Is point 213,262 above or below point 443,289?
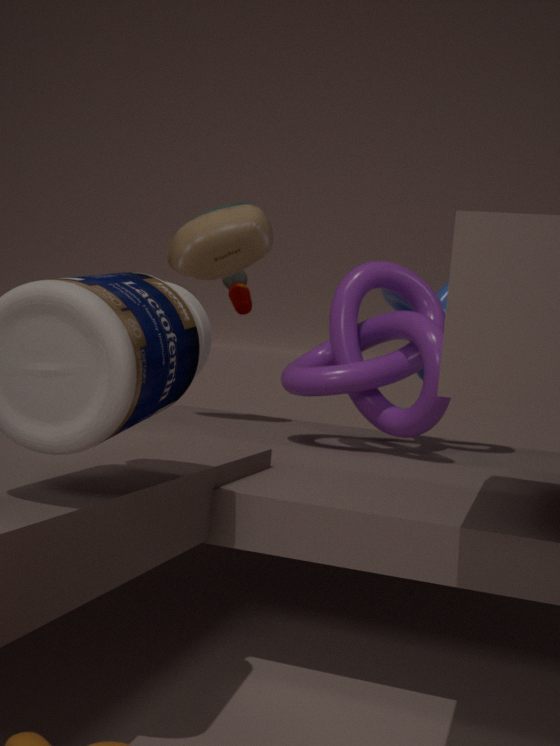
above
